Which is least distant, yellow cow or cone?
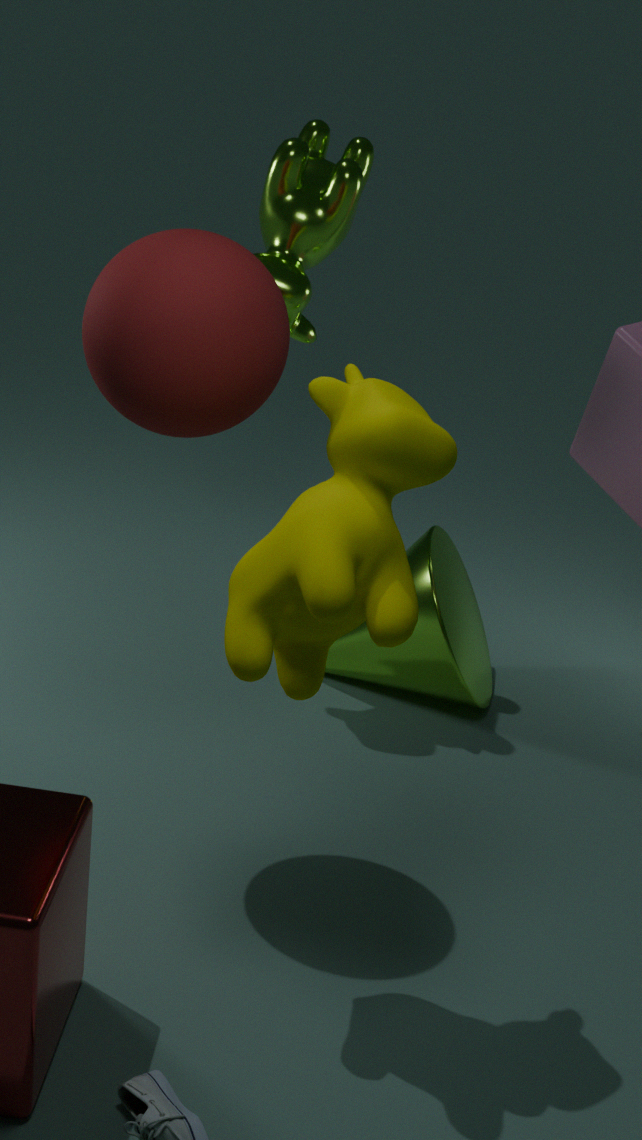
yellow cow
